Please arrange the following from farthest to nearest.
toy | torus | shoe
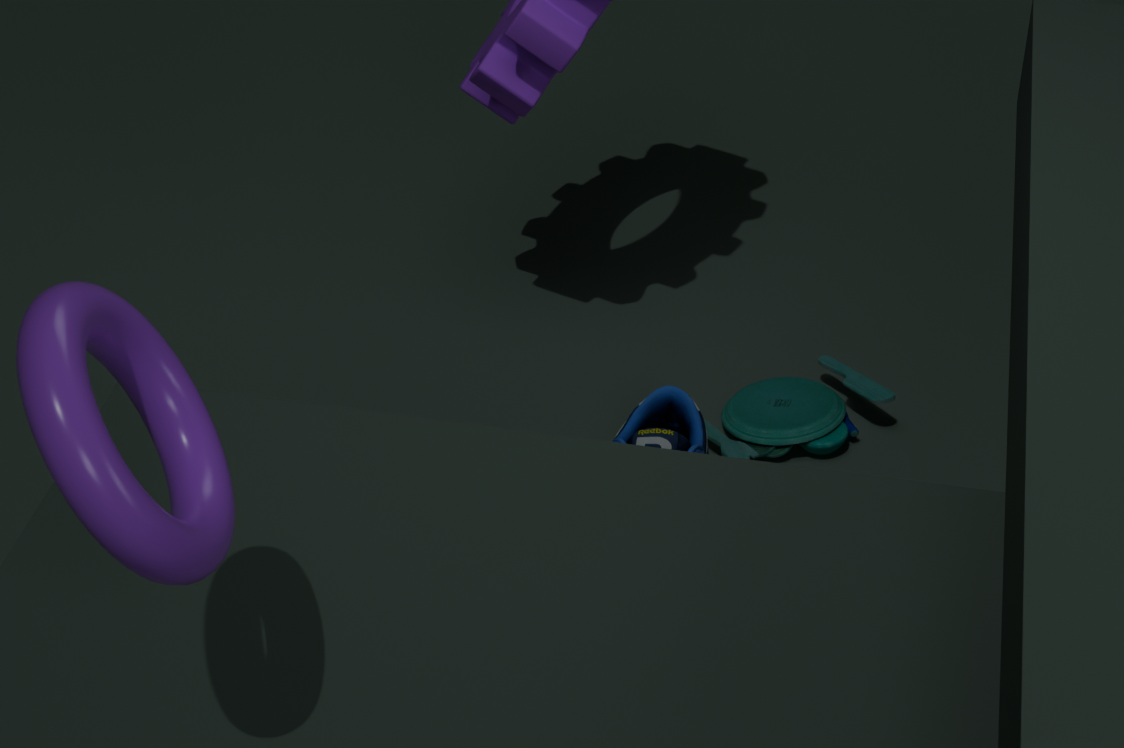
1. toy
2. shoe
3. torus
